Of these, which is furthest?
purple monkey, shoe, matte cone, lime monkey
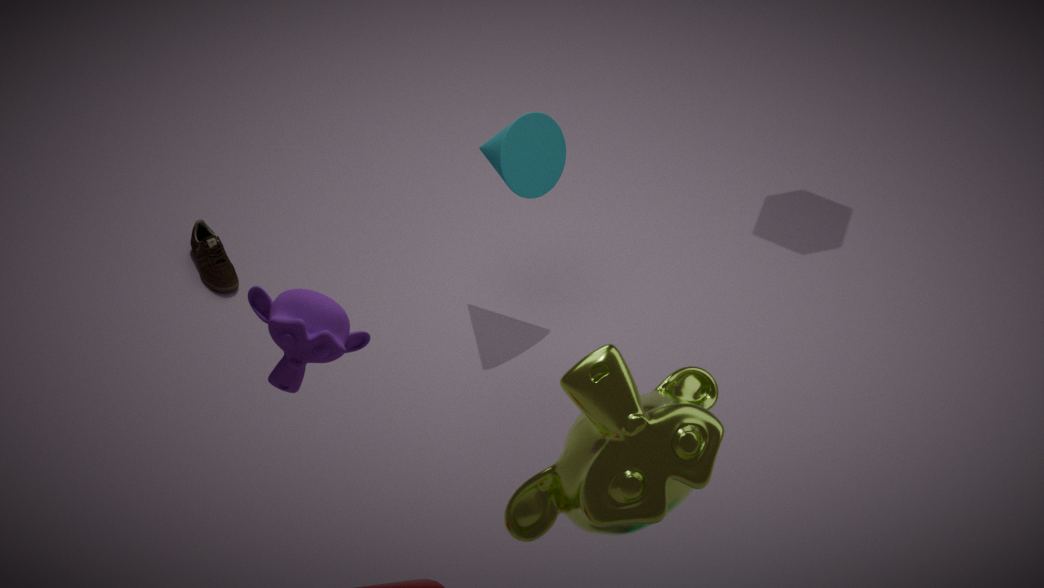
shoe
